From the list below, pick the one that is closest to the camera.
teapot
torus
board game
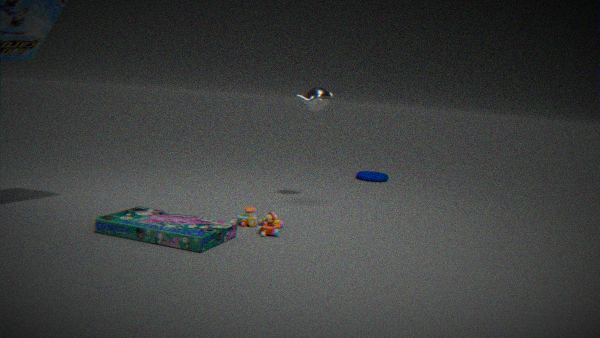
board game
